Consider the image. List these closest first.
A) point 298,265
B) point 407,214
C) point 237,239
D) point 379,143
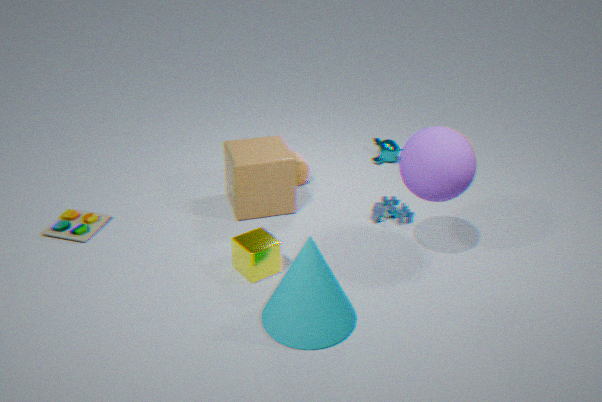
point 298,265 → point 237,239 → point 407,214 → point 379,143
